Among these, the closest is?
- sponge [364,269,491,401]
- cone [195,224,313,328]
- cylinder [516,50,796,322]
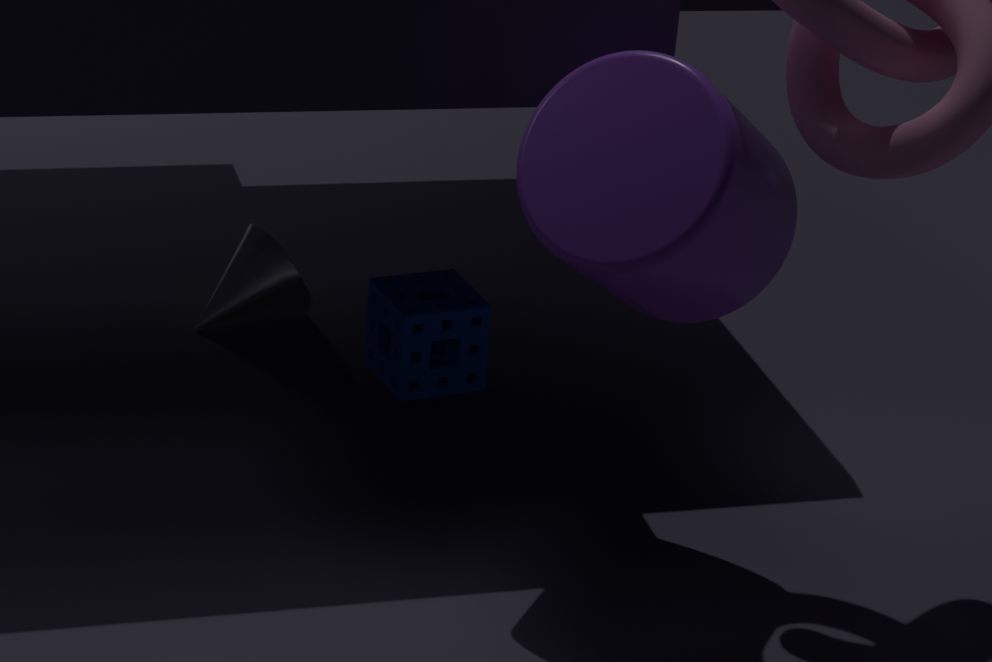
cylinder [516,50,796,322]
